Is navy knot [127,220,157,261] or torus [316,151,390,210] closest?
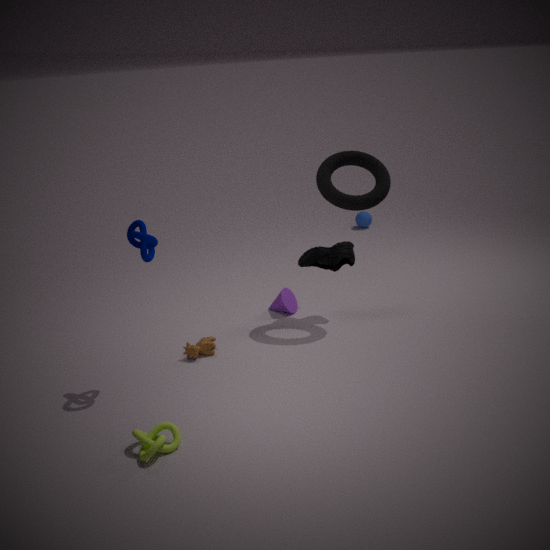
navy knot [127,220,157,261]
